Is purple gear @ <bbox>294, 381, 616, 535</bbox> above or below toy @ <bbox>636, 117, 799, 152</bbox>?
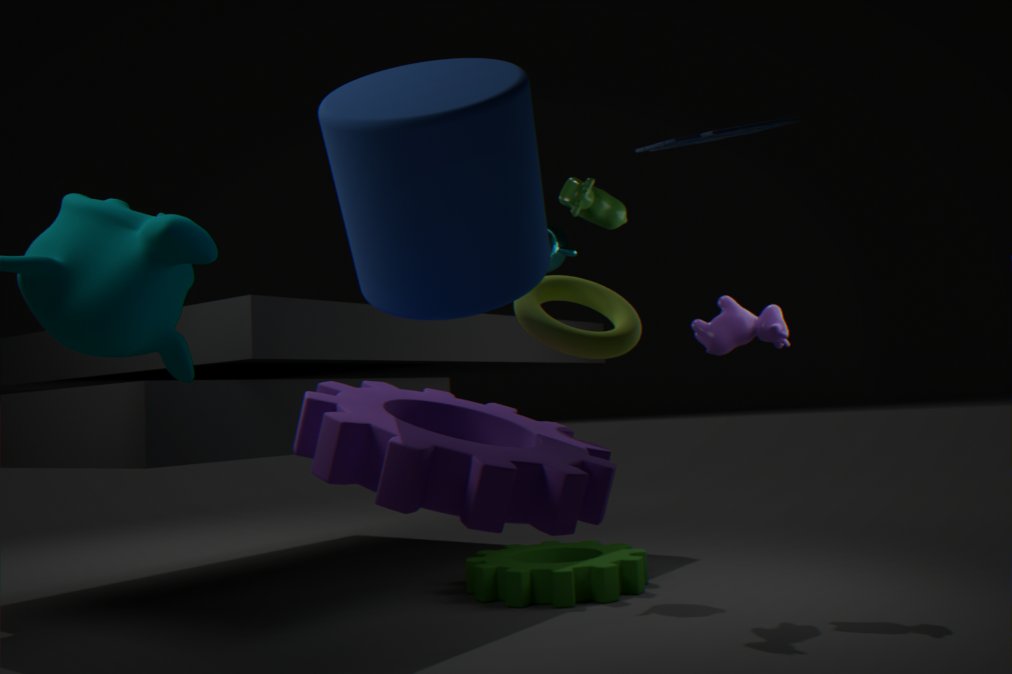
below
